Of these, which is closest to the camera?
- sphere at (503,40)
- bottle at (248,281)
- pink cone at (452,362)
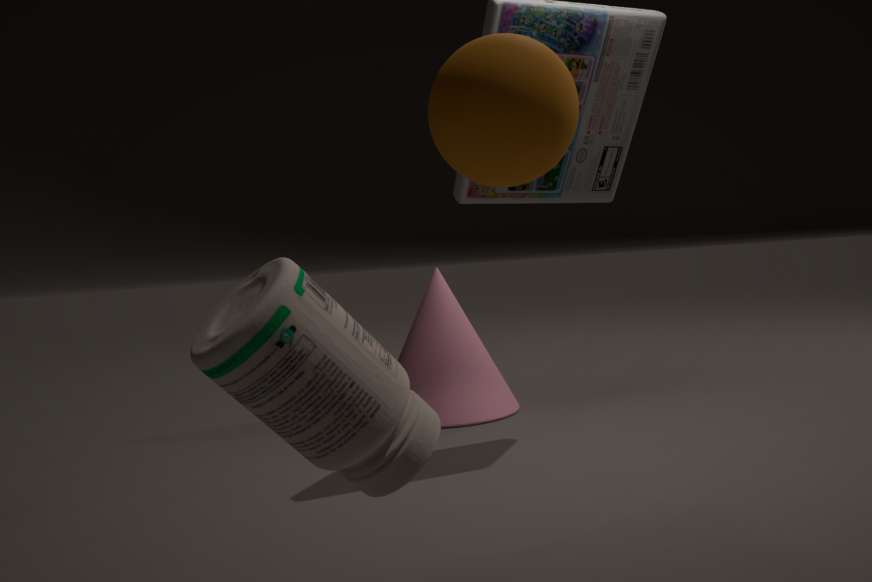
bottle at (248,281)
